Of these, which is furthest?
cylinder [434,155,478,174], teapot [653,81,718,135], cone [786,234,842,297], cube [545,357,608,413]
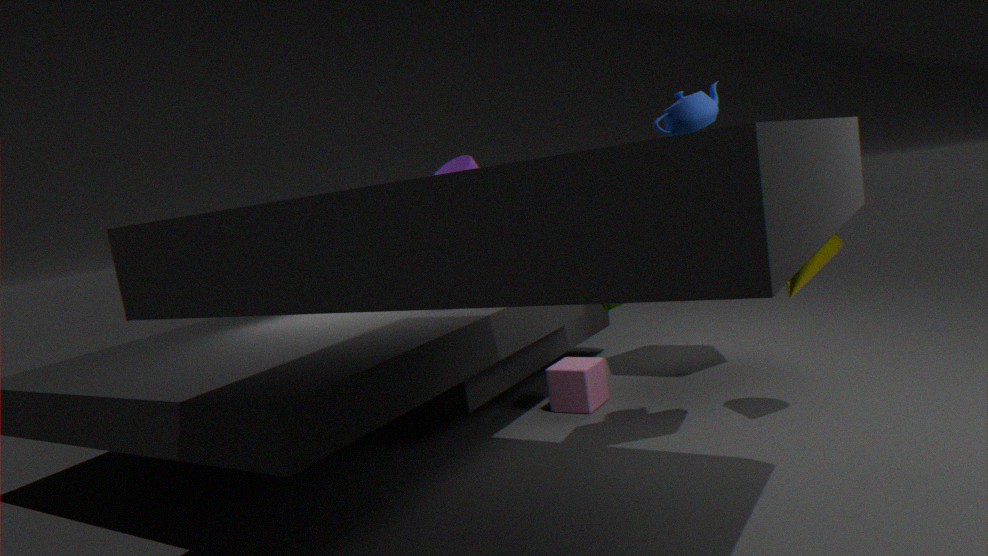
cube [545,357,608,413]
